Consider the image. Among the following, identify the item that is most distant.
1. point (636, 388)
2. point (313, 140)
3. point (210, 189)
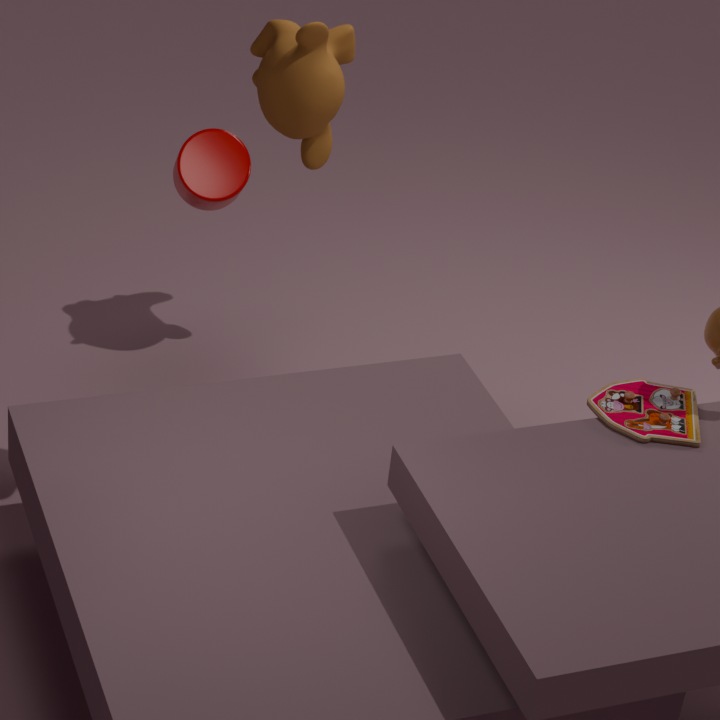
point (313, 140)
